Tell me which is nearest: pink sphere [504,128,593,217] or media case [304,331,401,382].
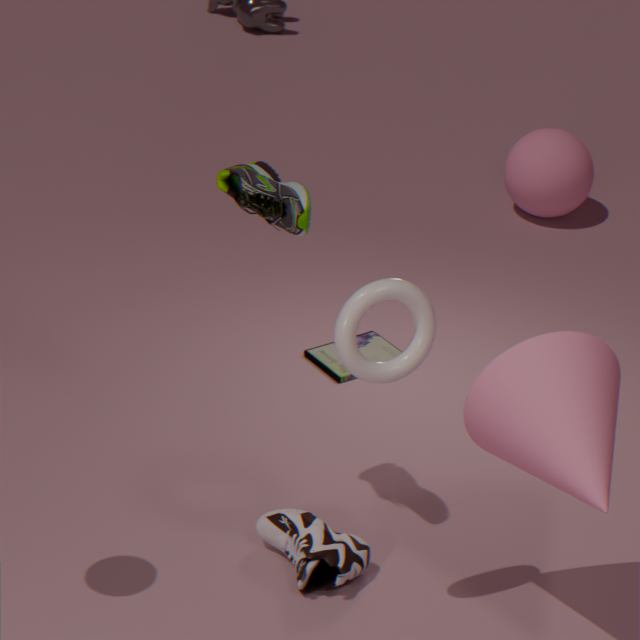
media case [304,331,401,382]
